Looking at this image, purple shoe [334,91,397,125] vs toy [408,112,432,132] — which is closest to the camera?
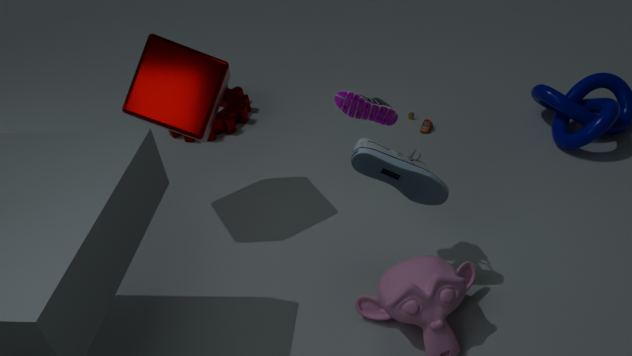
purple shoe [334,91,397,125]
